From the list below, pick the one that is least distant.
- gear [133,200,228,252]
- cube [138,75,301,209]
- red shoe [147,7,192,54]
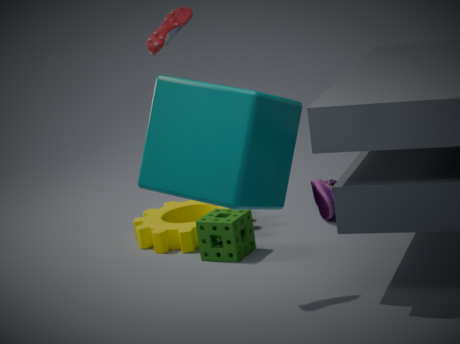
cube [138,75,301,209]
